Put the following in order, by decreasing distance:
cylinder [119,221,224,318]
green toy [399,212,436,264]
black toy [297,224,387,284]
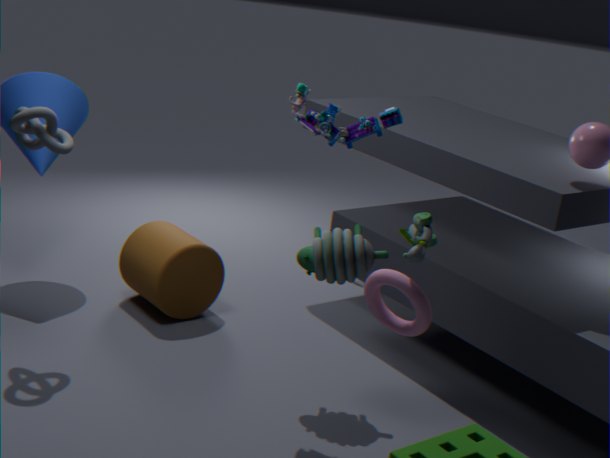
1. cylinder [119,221,224,318]
2. black toy [297,224,387,284]
3. green toy [399,212,436,264]
